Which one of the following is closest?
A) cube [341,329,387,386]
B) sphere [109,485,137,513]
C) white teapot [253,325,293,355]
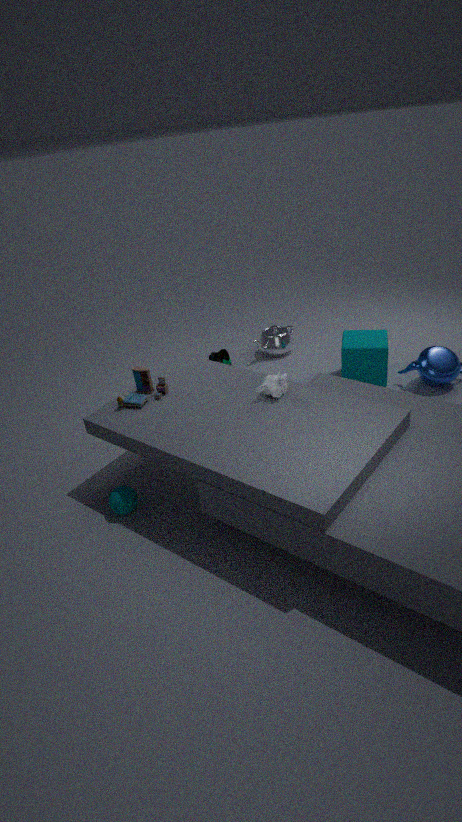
sphere [109,485,137,513]
